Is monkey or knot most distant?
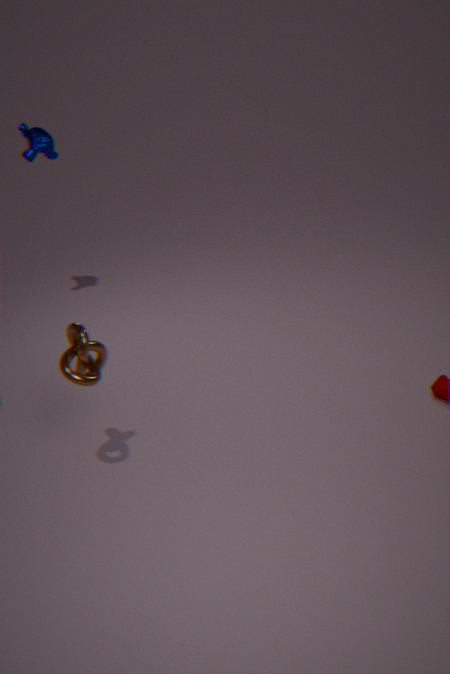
monkey
